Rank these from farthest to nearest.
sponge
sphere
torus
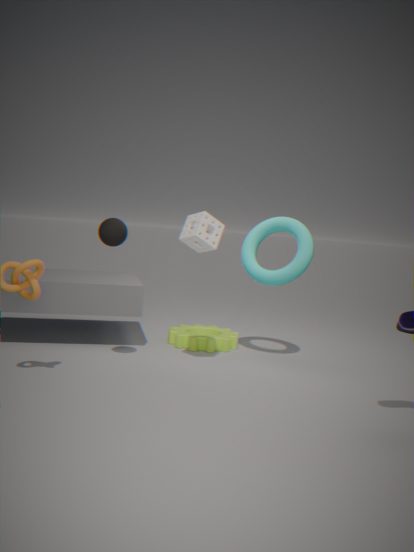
torus → sponge → sphere
